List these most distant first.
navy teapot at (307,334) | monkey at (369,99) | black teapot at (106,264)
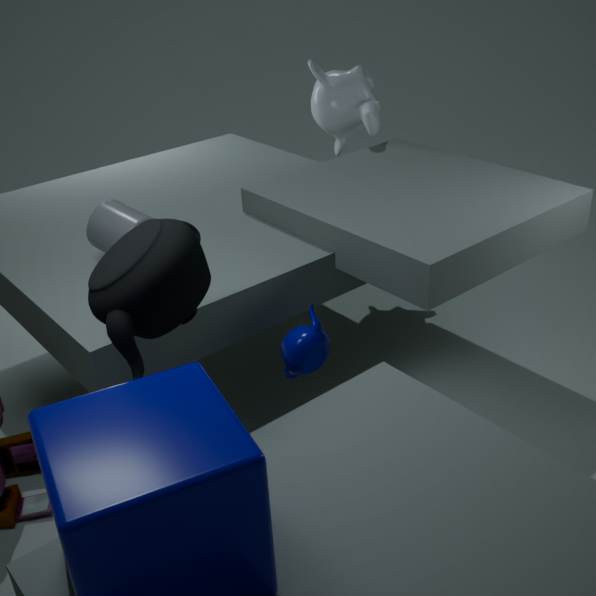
1. monkey at (369,99)
2. navy teapot at (307,334)
3. black teapot at (106,264)
